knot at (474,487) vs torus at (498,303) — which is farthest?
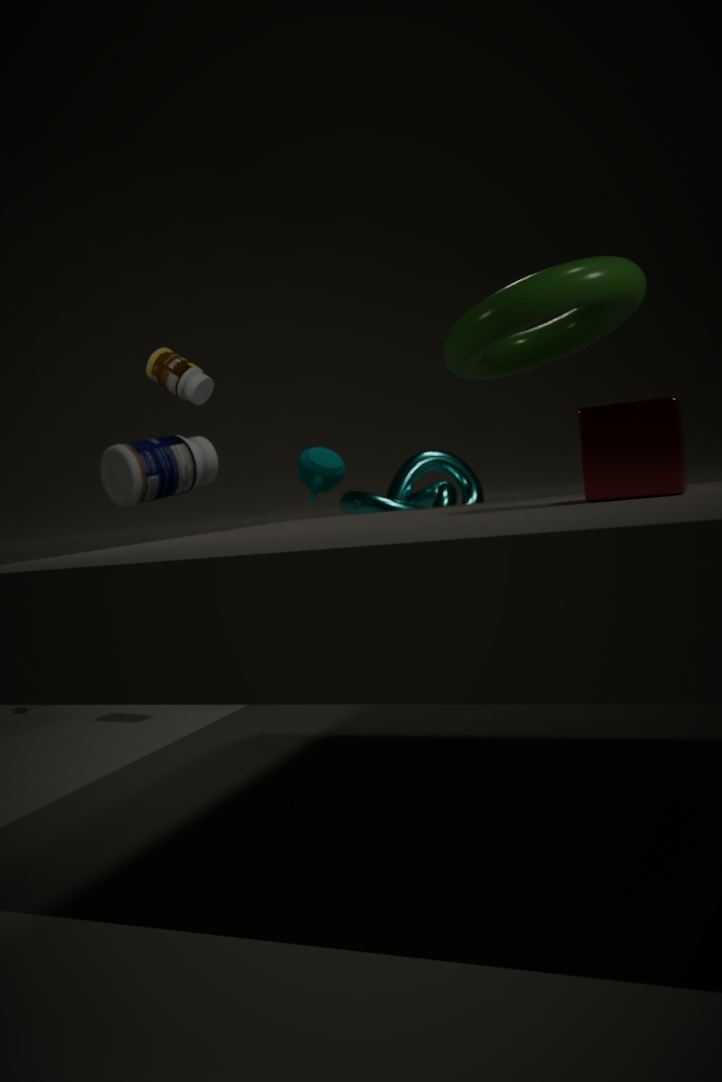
knot at (474,487)
